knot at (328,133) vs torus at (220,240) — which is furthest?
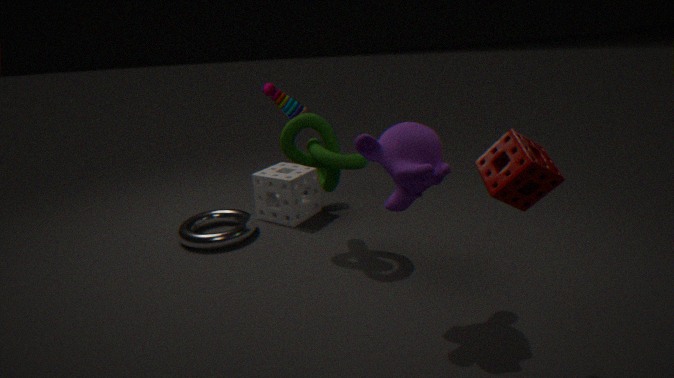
torus at (220,240)
